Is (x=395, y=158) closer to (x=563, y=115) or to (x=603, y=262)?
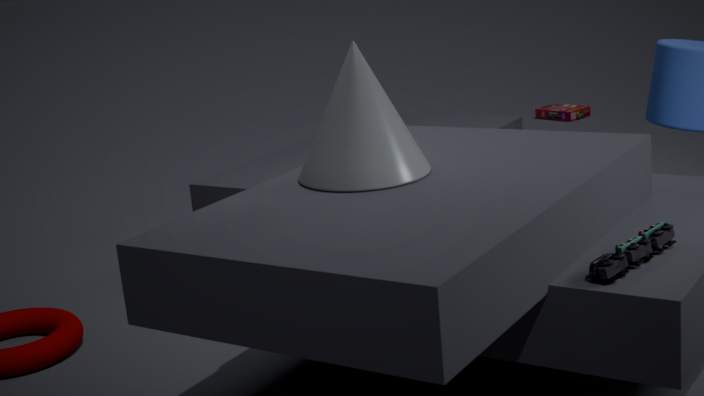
(x=603, y=262)
